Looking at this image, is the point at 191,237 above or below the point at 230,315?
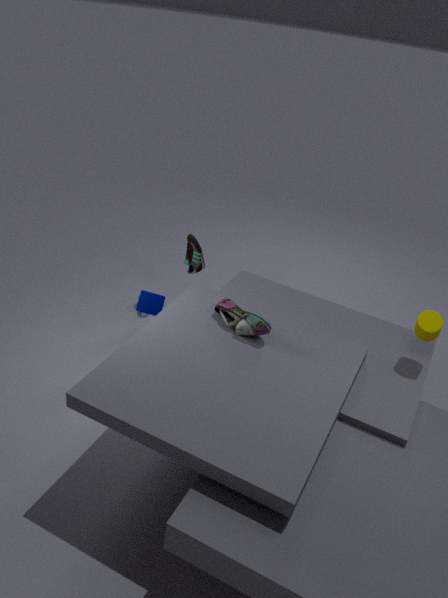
below
